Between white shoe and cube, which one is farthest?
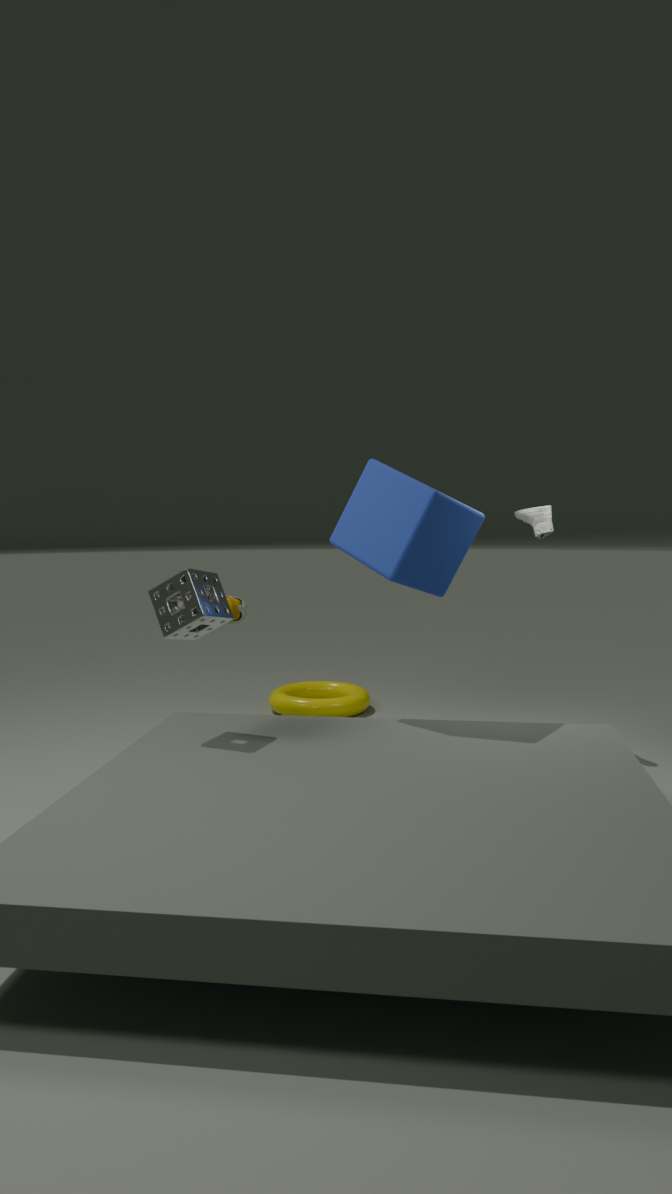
white shoe
